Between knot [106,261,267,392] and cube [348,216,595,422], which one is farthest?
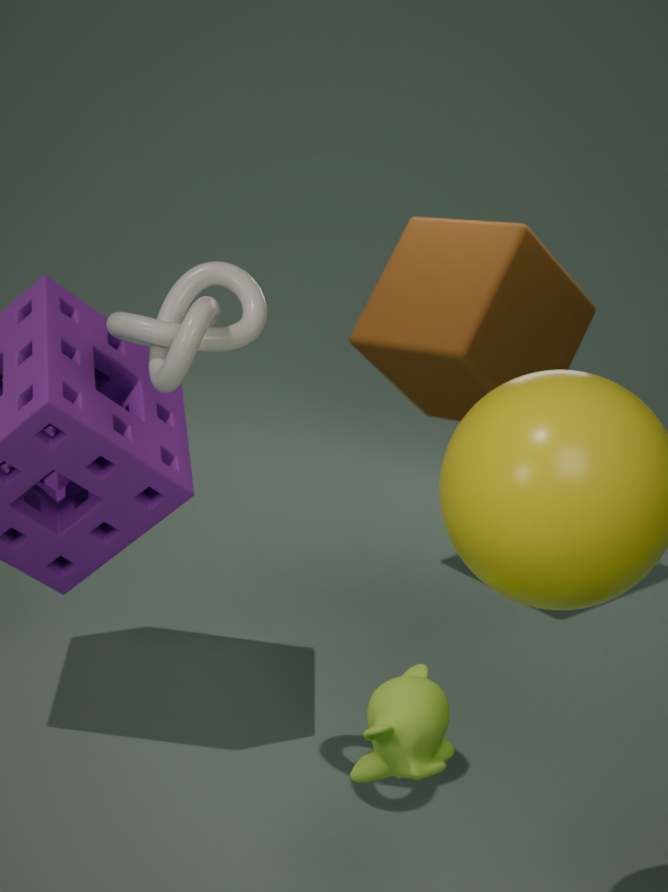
cube [348,216,595,422]
